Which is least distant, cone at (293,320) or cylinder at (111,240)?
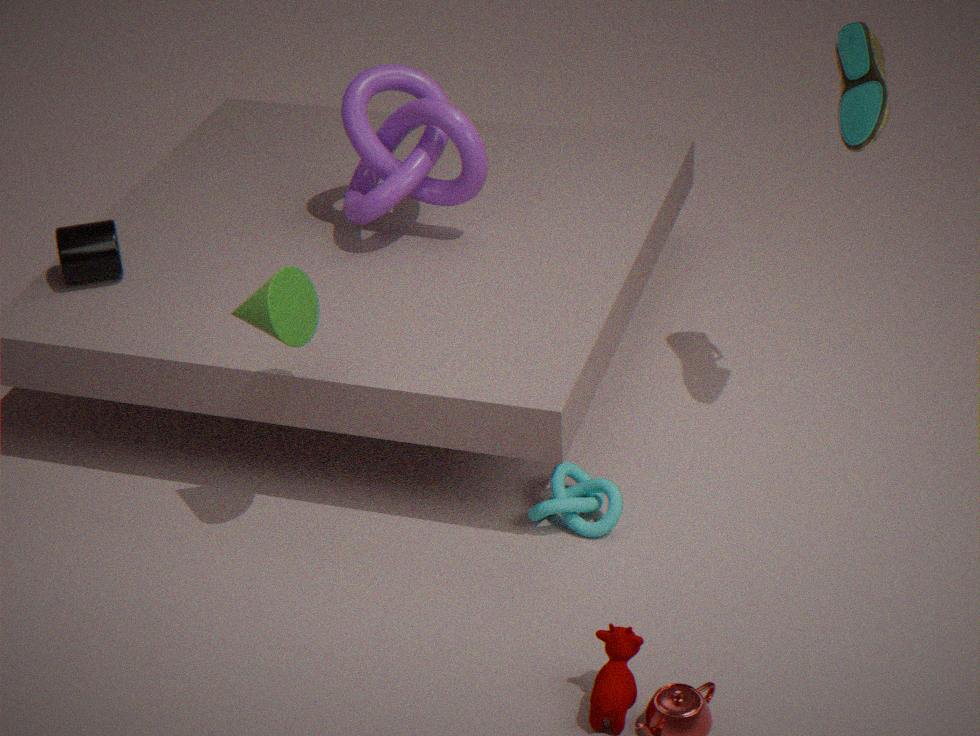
cone at (293,320)
